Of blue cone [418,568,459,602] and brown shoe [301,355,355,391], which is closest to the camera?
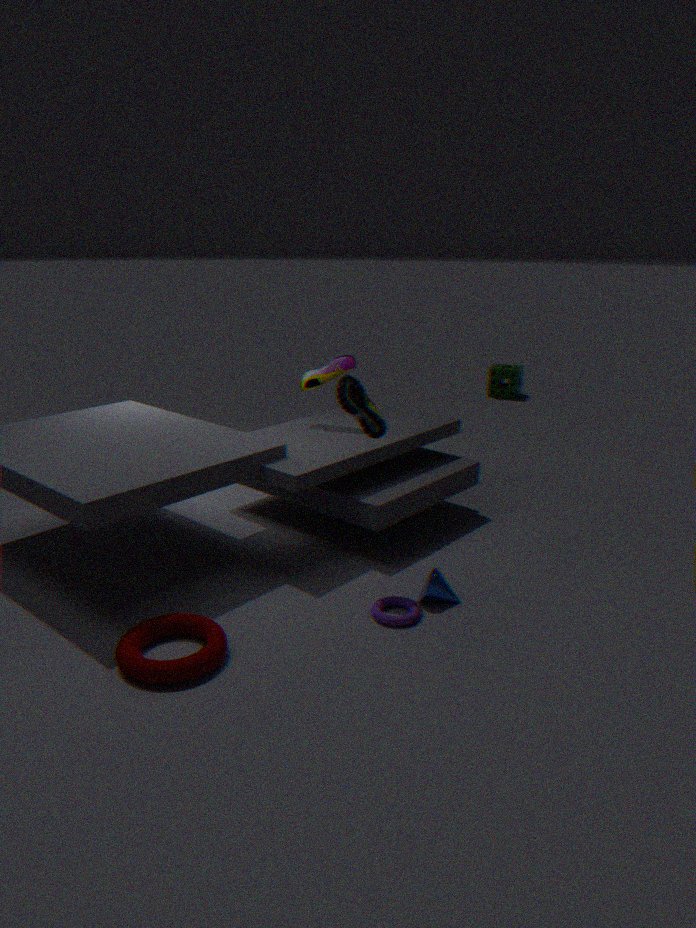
blue cone [418,568,459,602]
